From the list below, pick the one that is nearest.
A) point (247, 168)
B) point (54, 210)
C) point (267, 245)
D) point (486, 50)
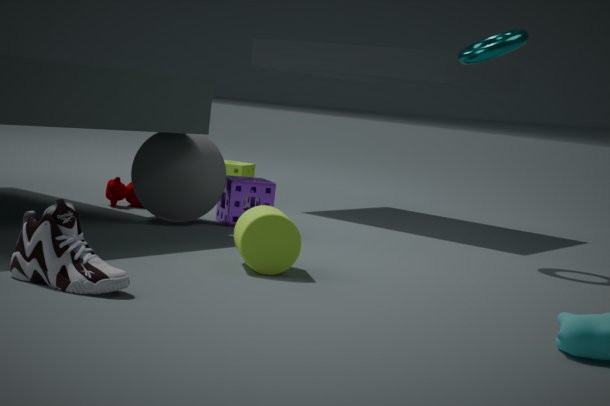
point (54, 210)
